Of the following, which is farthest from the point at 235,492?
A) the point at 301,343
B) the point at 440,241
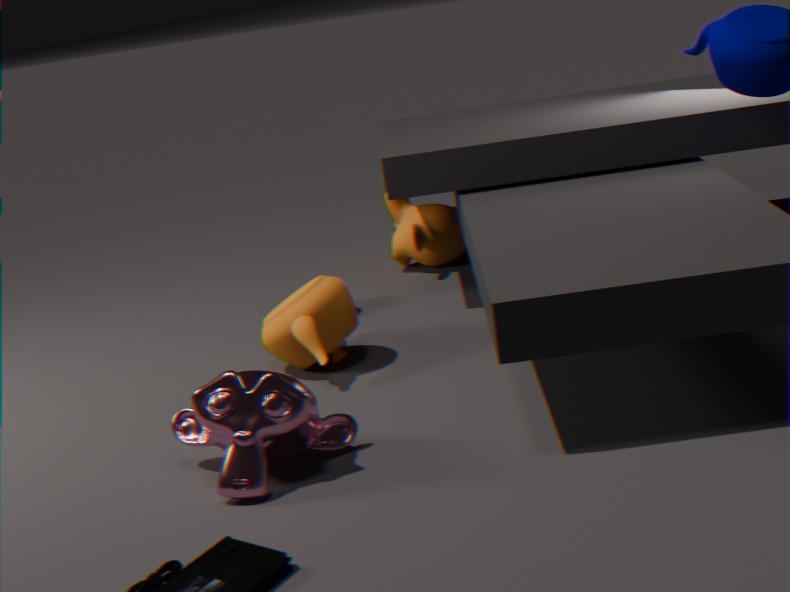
the point at 440,241
